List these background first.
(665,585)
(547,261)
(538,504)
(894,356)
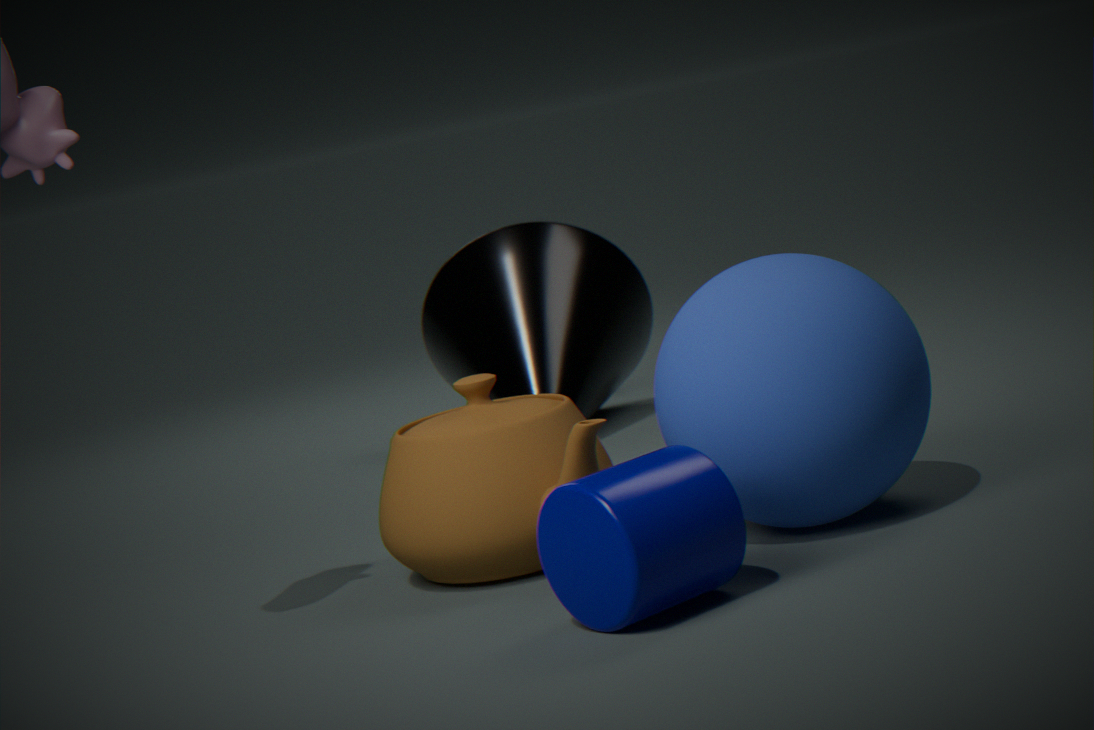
1. (547,261)
2. (538,504)
3. (894,356)
4. (665,585)
